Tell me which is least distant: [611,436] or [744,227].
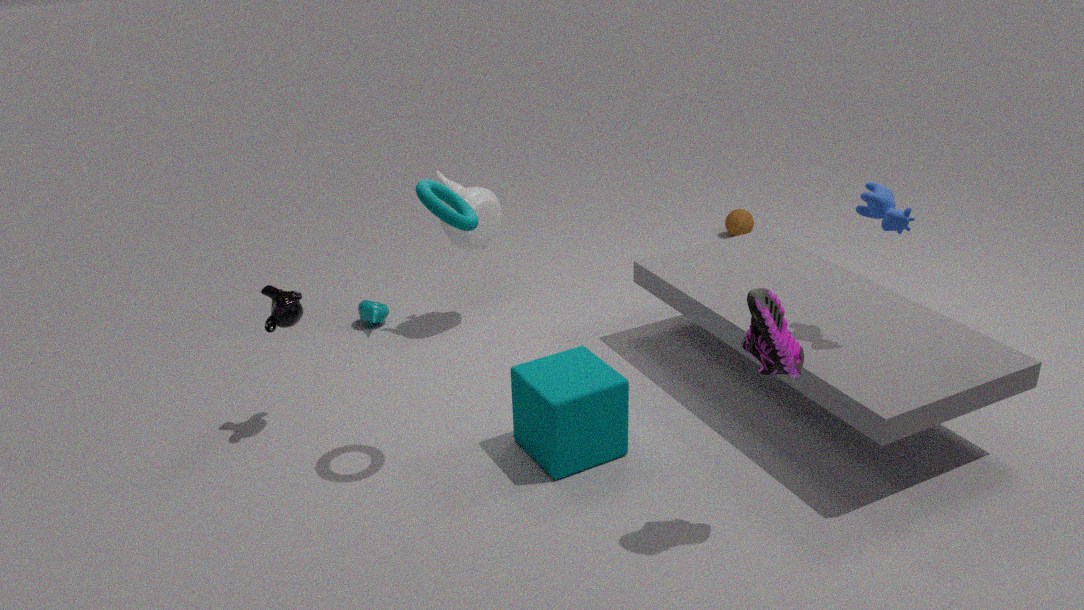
[611,436]
